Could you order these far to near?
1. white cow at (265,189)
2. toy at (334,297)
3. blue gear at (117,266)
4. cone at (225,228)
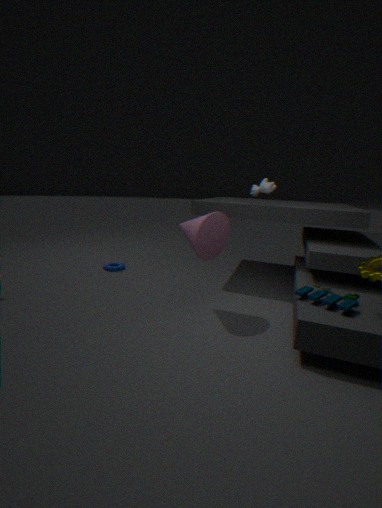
blue gear at (117,266)
white cow at (265,189)
cone at (225,228)
toy at (334,297)
